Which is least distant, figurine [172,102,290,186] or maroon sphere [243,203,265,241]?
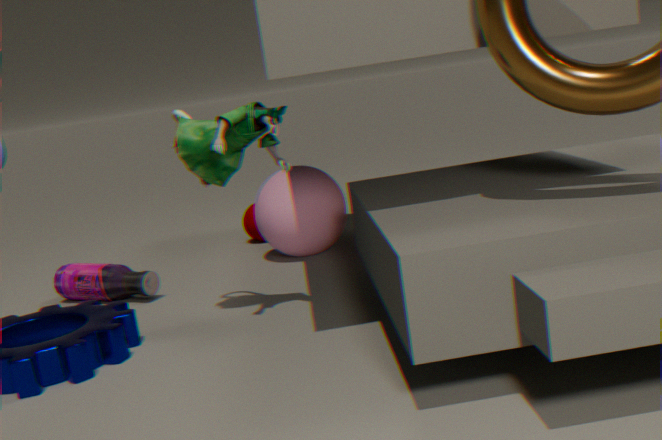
figurine [172,102,290,186]
